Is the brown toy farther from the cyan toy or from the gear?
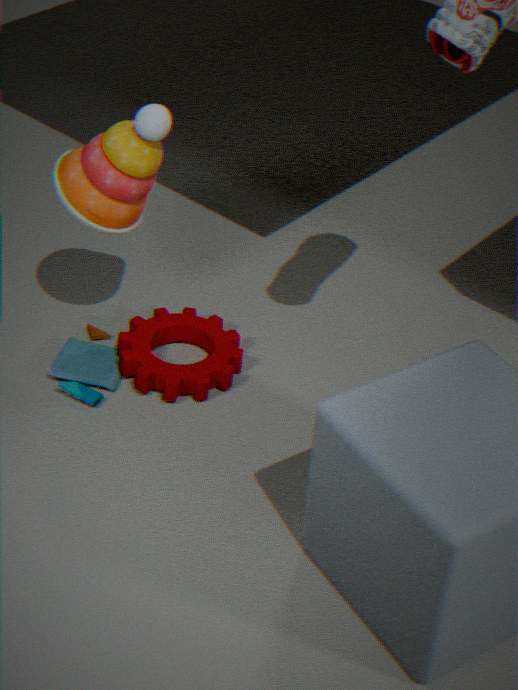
the cyan toy
